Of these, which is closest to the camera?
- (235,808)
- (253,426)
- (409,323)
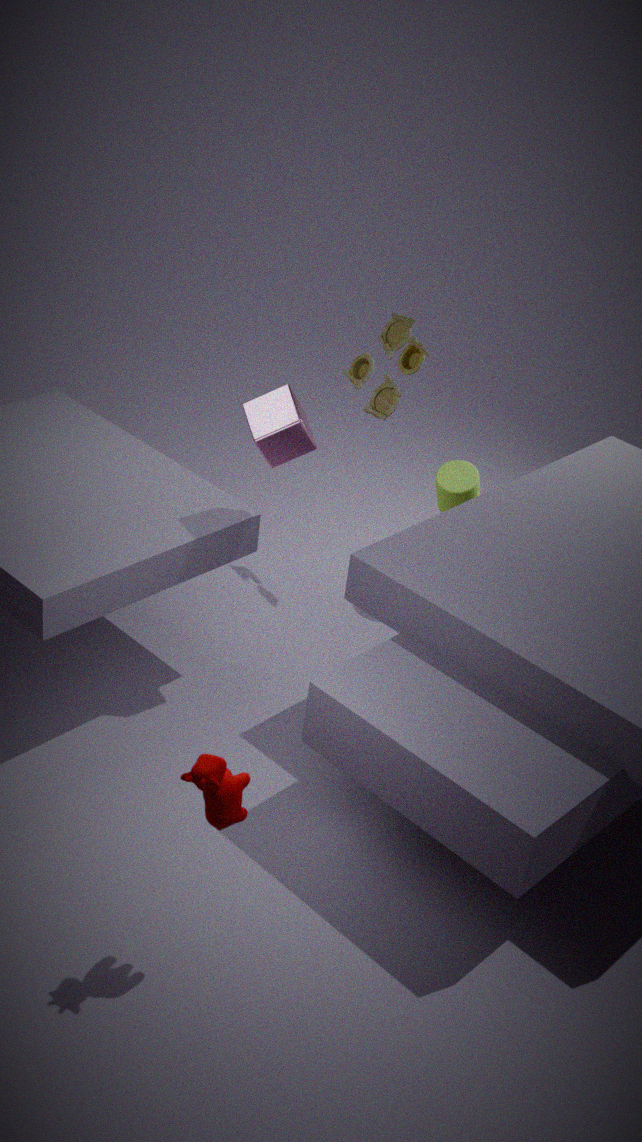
(235,808)
